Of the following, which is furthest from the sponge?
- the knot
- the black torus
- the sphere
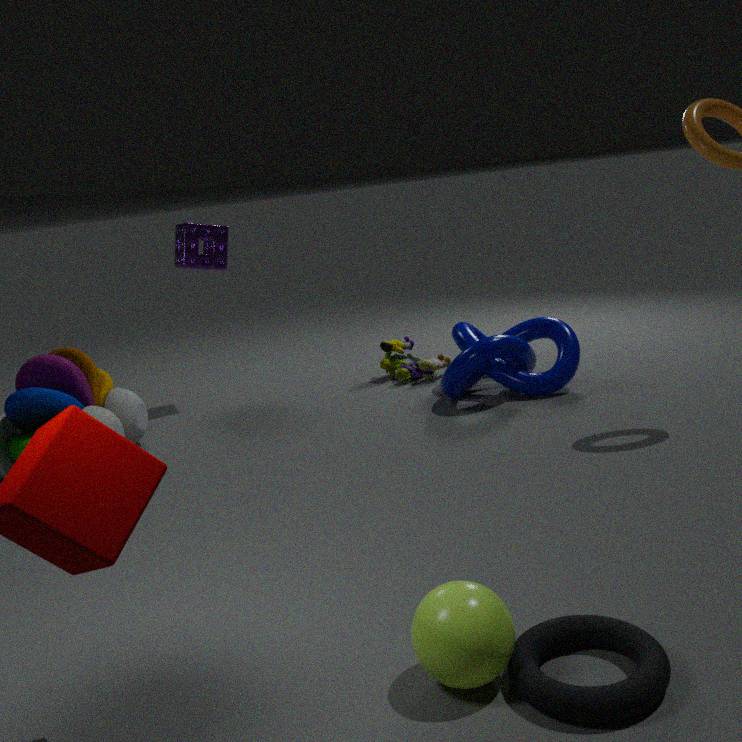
the black torus
